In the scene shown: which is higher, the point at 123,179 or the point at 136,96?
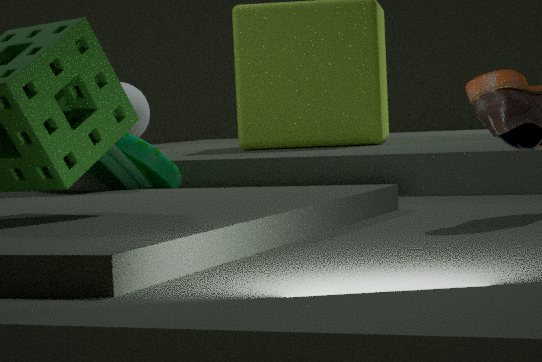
the point at 136,96
